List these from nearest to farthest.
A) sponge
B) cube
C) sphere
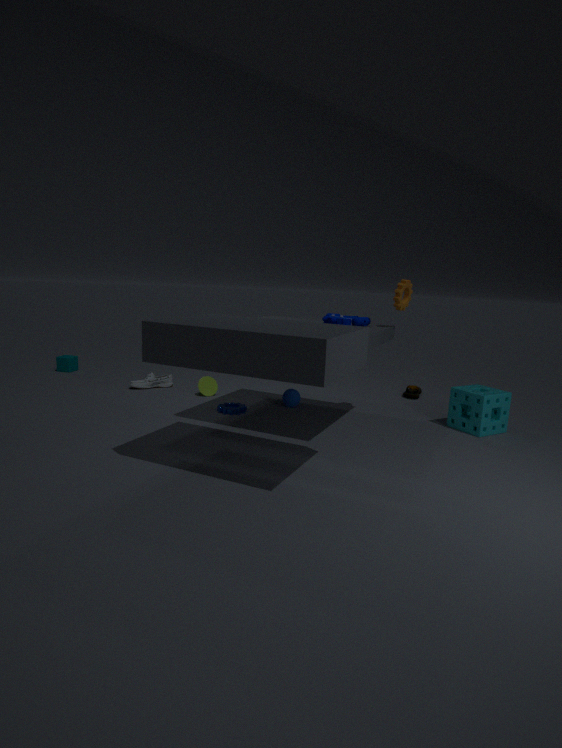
sponge → sphere → cube
